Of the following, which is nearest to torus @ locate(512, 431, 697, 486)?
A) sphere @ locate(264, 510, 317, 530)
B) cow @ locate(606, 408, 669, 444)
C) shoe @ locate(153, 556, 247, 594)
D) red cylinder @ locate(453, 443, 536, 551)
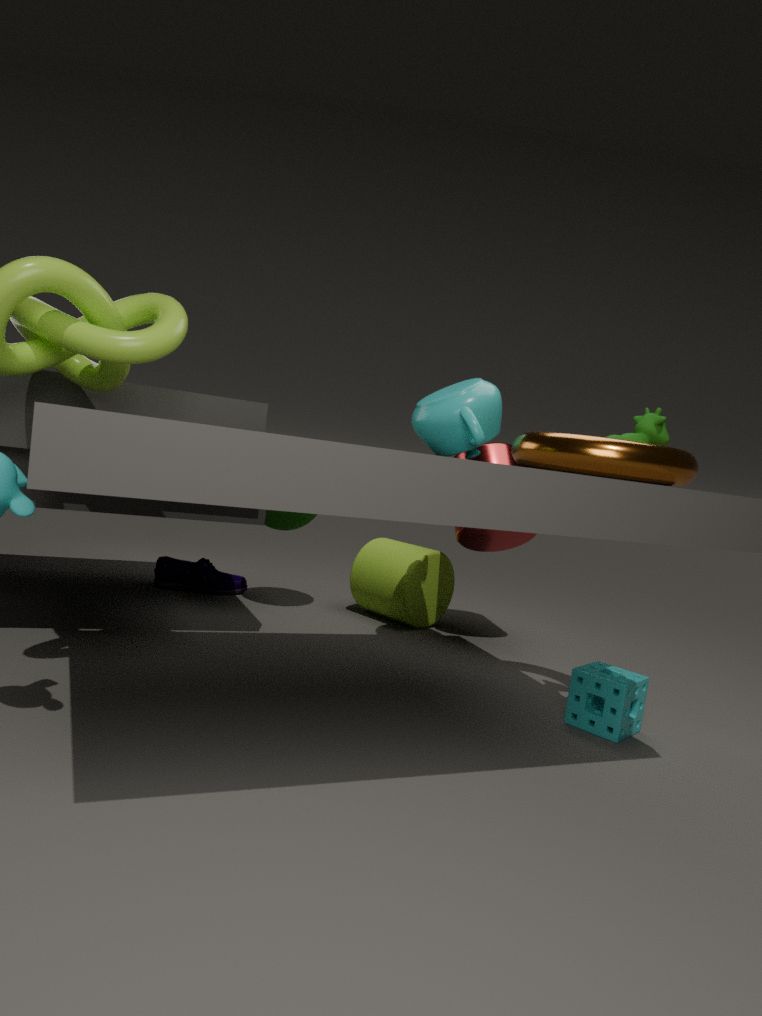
cow @ locate(606, 408, 669, 444)
